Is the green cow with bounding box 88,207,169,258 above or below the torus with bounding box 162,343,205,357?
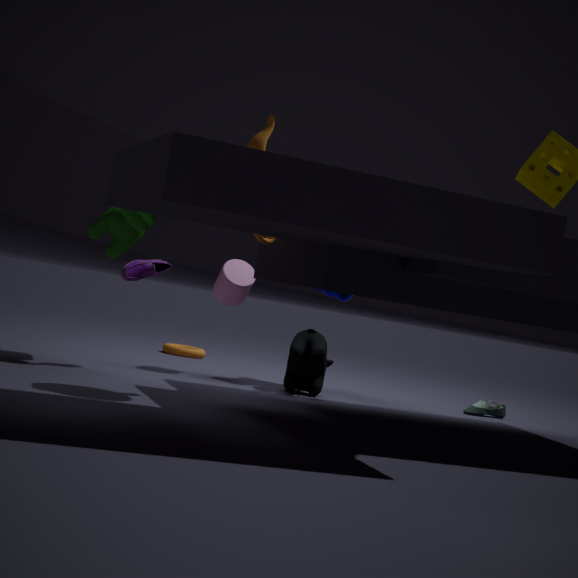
above
